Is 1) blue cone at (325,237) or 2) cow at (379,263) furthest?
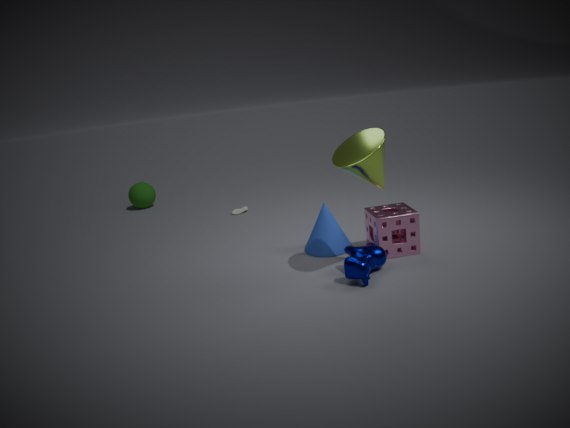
1. blue cone at (325,237)
